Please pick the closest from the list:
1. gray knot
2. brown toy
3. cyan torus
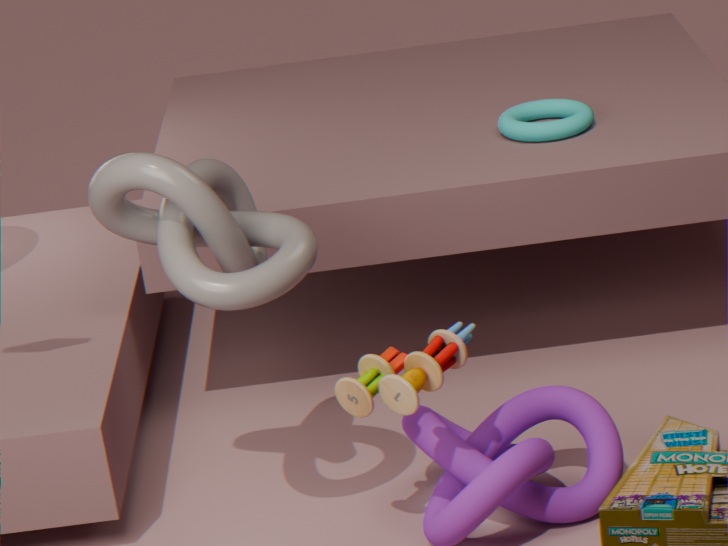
gray knot
